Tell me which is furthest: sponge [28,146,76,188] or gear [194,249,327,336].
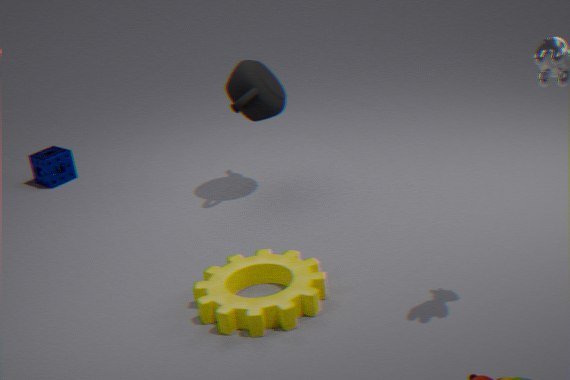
sponge [28,146,76,188]
